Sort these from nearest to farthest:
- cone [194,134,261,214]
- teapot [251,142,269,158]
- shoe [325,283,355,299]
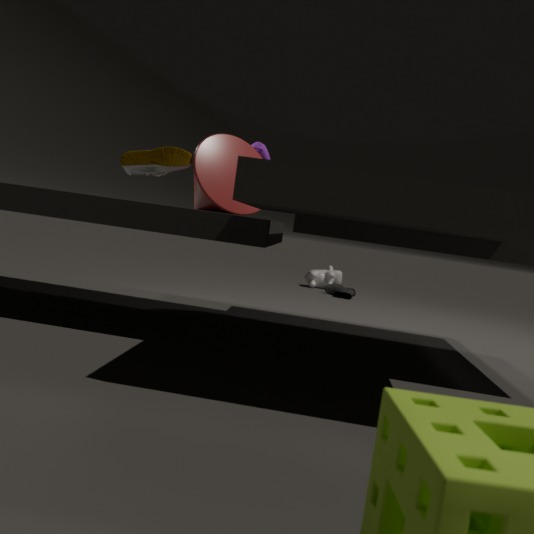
cone [194,134,261,214] → teapot [251,142,269,158] → shoe [325,283,355,299]
